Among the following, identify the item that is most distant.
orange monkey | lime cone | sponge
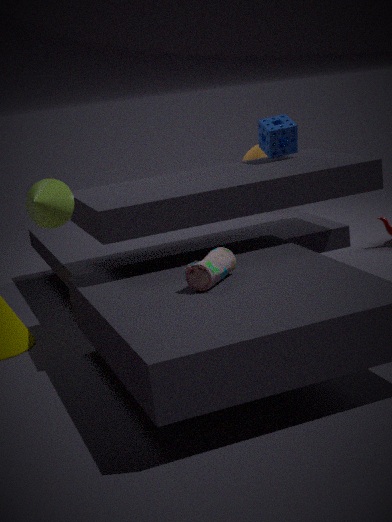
orange monkey
